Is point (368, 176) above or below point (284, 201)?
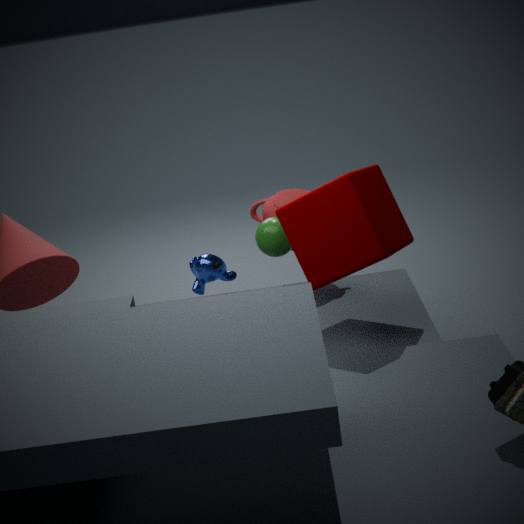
above
